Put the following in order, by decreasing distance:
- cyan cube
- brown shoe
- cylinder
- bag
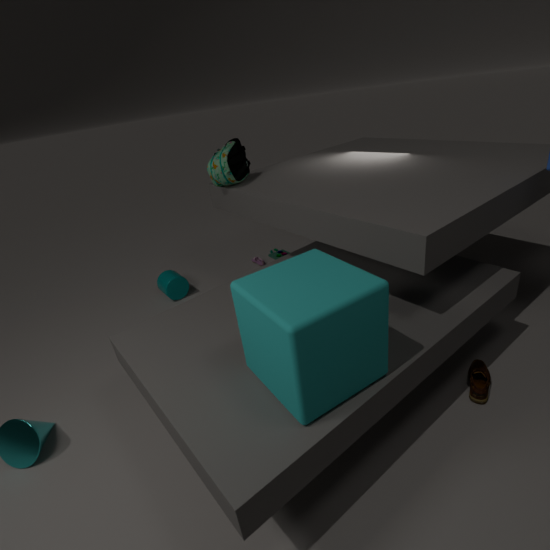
cylinder, bag, brown shoe, cyan cube
